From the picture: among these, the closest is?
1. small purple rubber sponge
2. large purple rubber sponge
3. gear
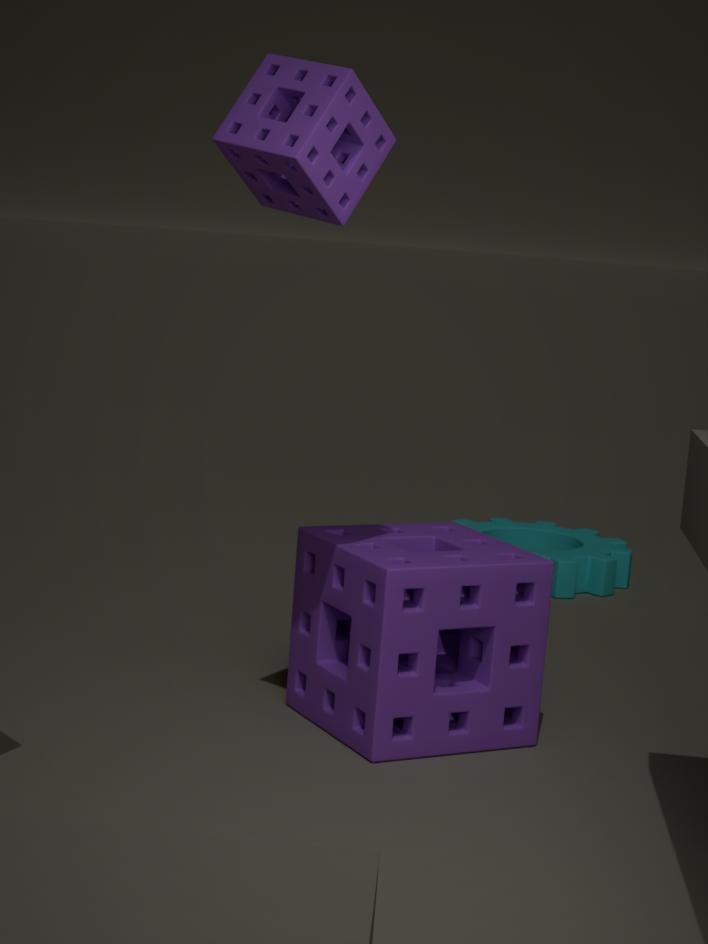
small purple rubber sponge
